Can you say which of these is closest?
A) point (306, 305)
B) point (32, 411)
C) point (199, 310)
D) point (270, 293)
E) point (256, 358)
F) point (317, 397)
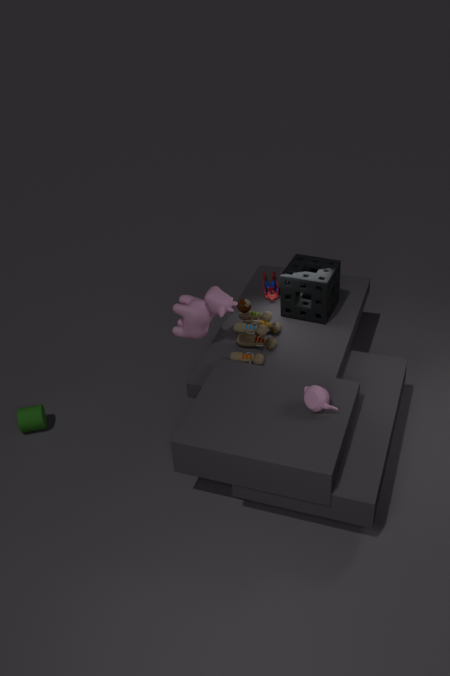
point (317, 397)
